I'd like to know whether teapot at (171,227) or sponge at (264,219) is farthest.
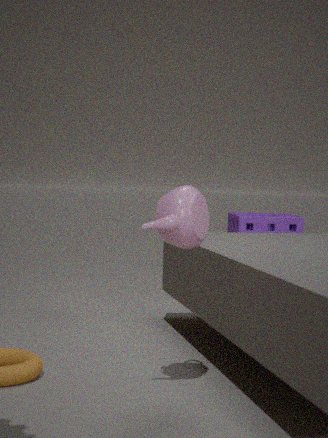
sponge at (264,219)
